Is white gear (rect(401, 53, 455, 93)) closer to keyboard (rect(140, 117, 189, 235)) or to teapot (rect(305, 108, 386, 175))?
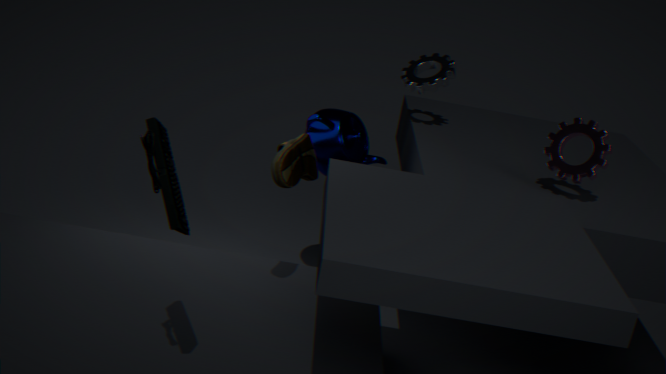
teapot (rect(305, 108, 386, 175))
